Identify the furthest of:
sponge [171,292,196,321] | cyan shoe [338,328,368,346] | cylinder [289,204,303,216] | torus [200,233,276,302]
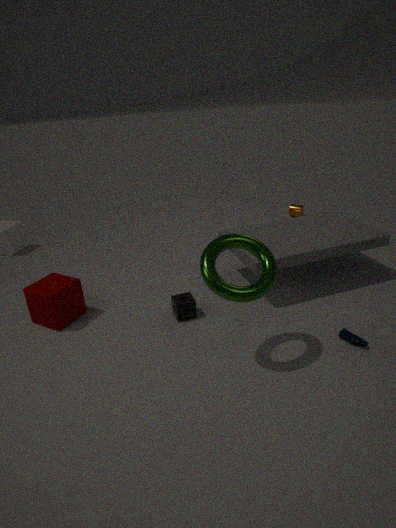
cylinder [289,204,303,216]
